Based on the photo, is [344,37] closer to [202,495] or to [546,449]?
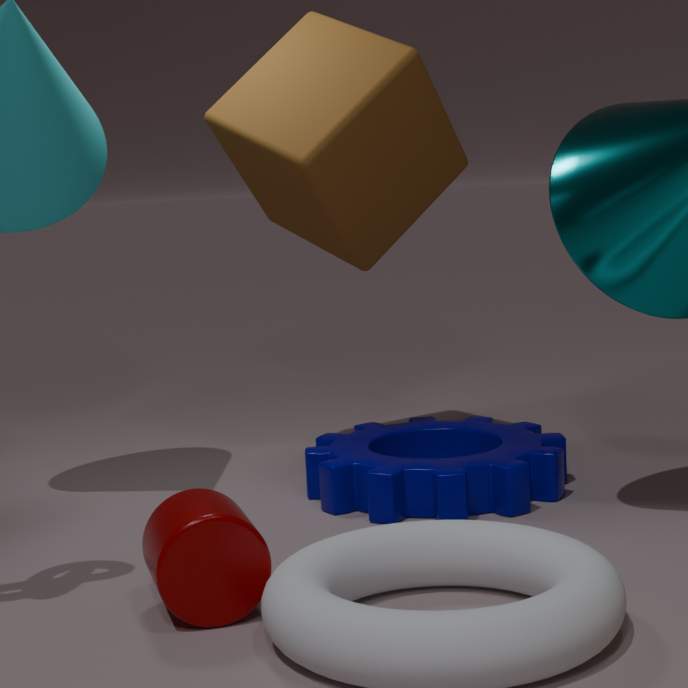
[546,449]
